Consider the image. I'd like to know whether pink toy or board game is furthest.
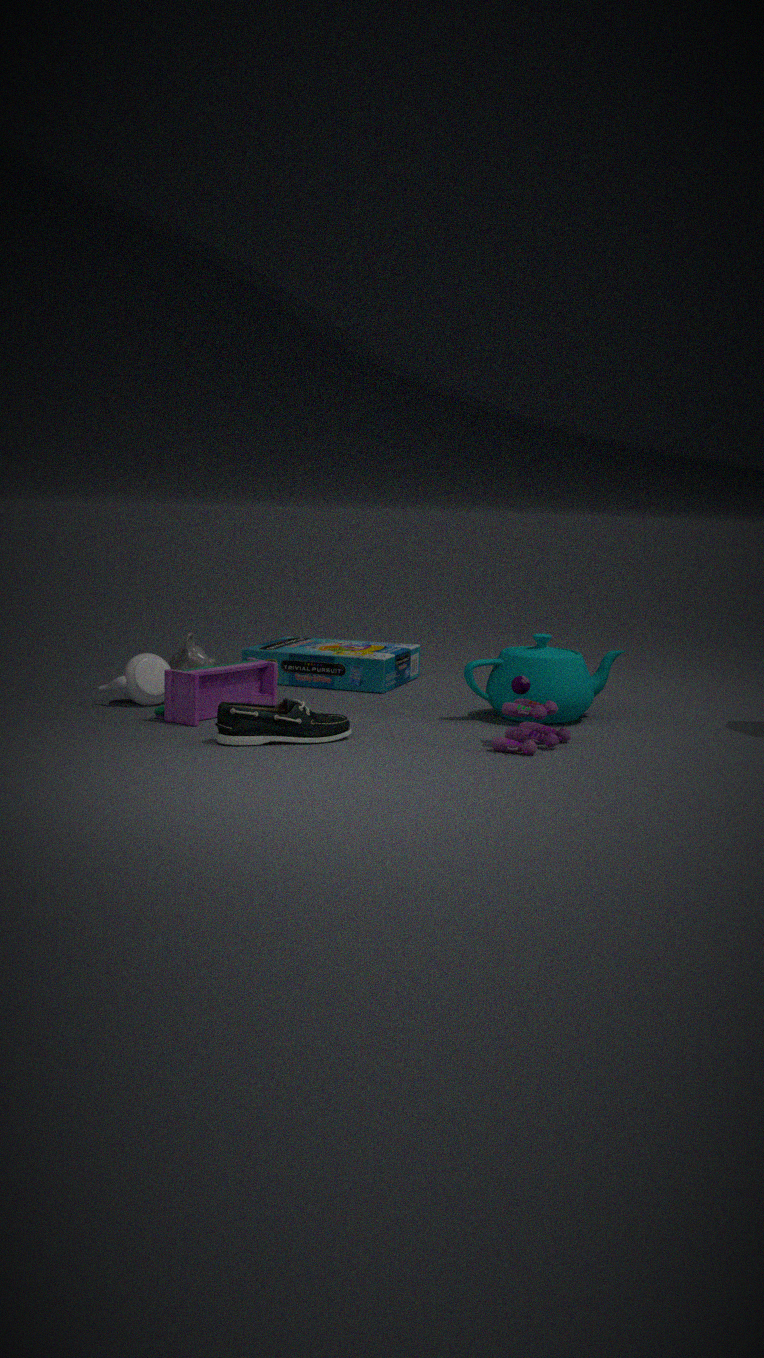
board game
